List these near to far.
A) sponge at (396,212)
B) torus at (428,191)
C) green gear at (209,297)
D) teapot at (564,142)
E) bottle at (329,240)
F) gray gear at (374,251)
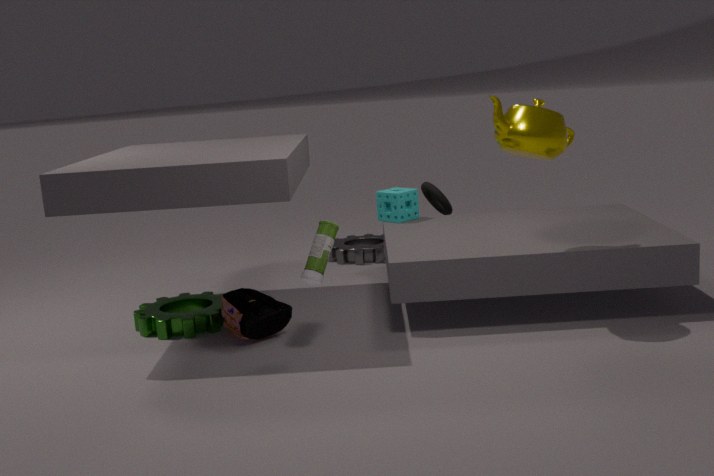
teapot at (564,142), bottle at (329,240), green gear at (209,297), sponge at (396,212), torus at (428,191), gray gear at (374,251)
